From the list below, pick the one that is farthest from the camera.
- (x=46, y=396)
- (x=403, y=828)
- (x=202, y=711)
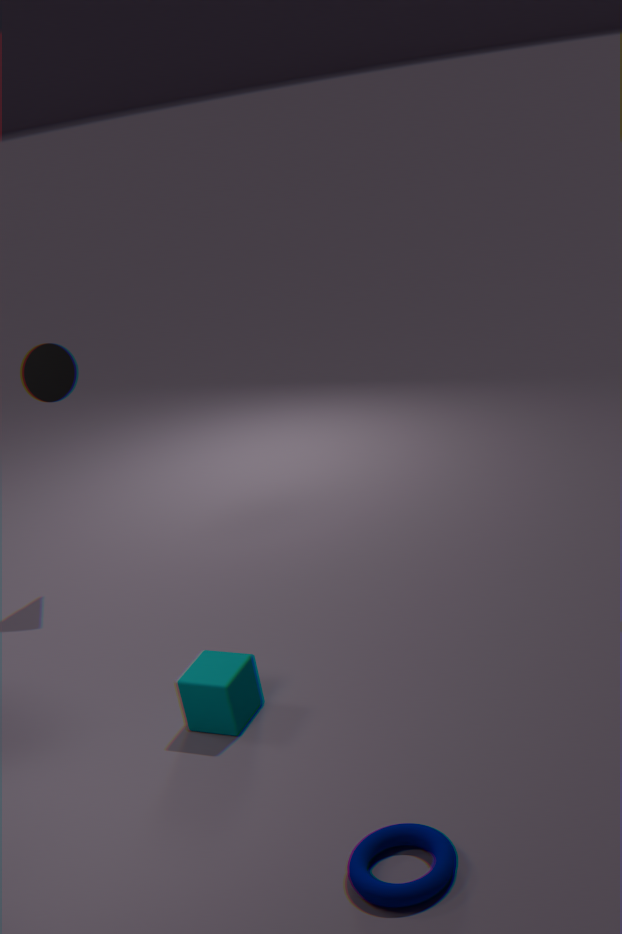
(x=46, y=396)
